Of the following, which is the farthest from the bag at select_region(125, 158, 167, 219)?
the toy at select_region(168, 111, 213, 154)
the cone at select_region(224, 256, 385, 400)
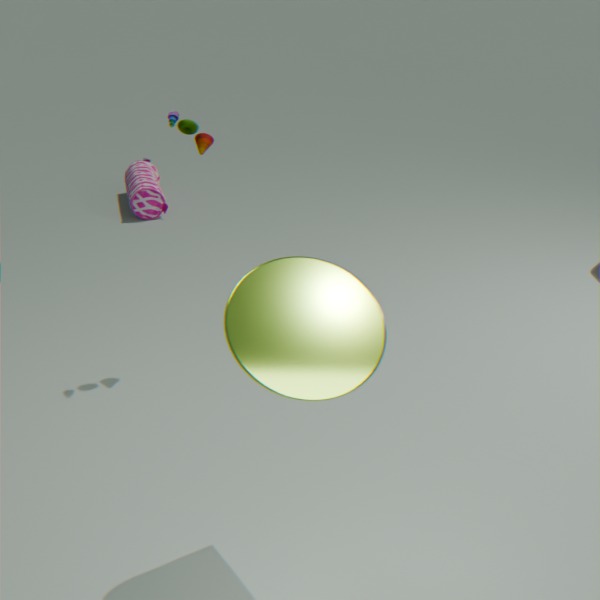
the cone at select_region(224, 256, 385, 400)
